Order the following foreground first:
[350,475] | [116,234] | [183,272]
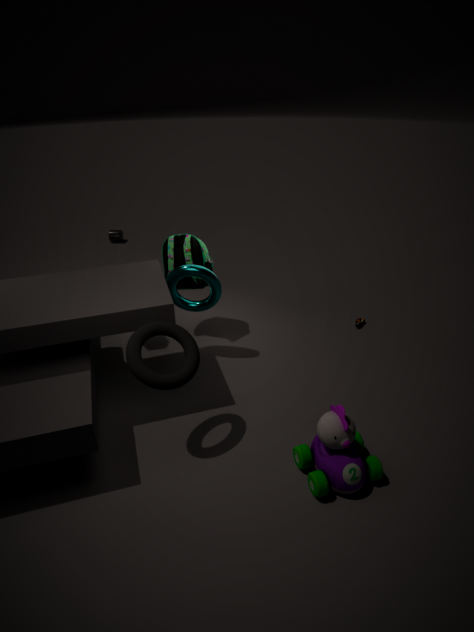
[350,475]
[183,272]
[116,234]
